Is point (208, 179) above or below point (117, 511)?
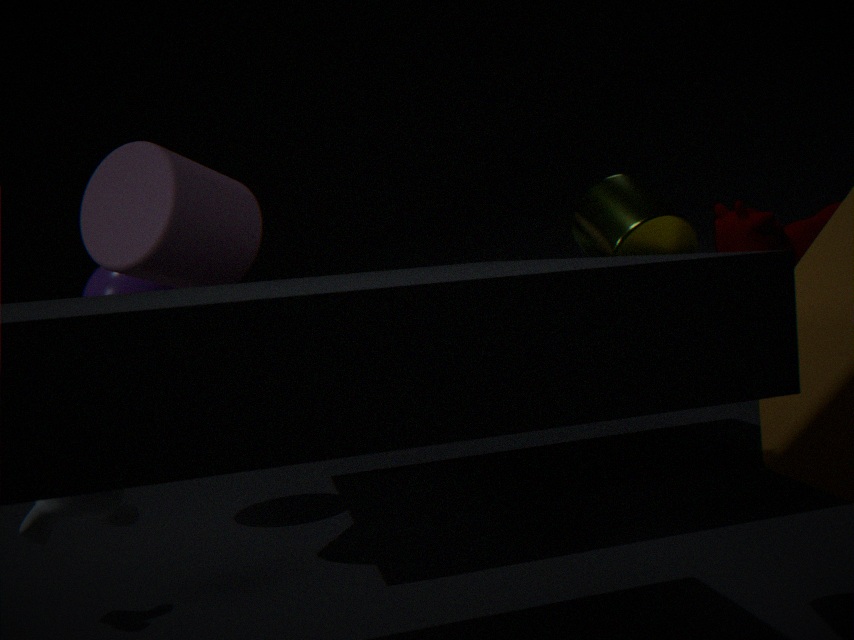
above
